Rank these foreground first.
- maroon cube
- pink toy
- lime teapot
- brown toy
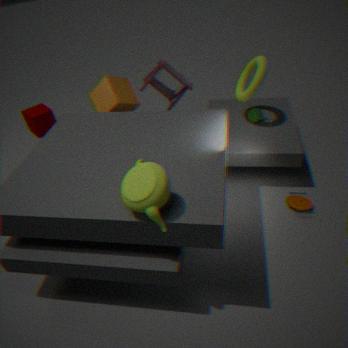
1. lime teapot
2. brown toy
3. pink toy
4. maroon cube
